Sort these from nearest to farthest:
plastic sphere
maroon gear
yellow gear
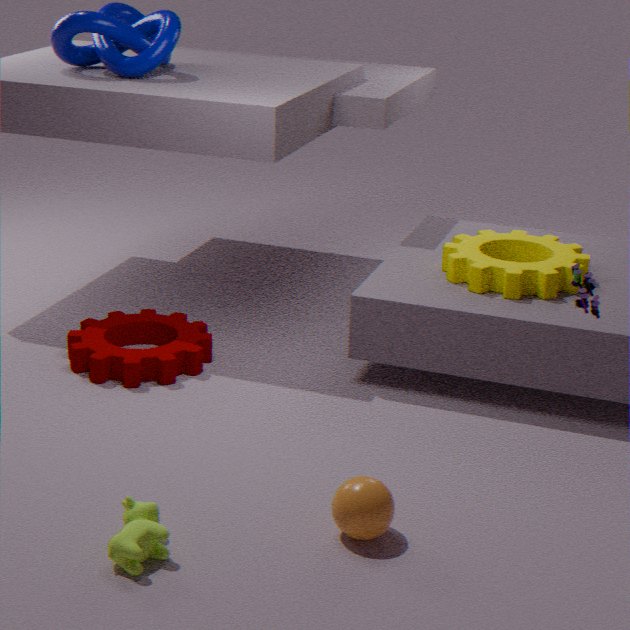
plastic sphere
yellow gear
maroon gear
